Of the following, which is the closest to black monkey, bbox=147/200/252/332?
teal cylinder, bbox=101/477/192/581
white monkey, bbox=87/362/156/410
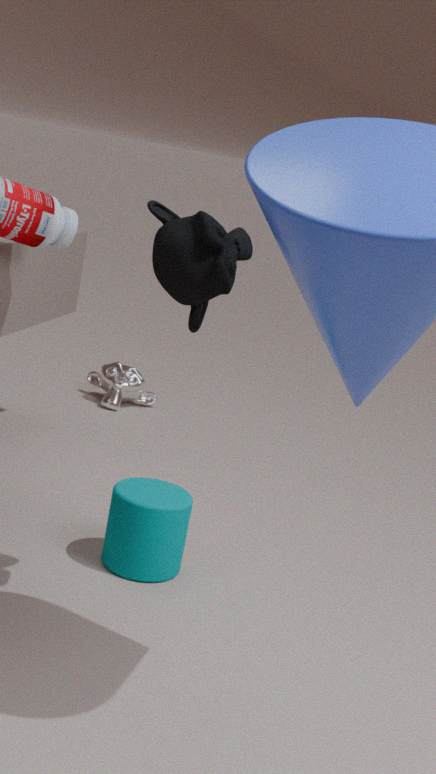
teal cylinder, bbox=101/477/192/581
